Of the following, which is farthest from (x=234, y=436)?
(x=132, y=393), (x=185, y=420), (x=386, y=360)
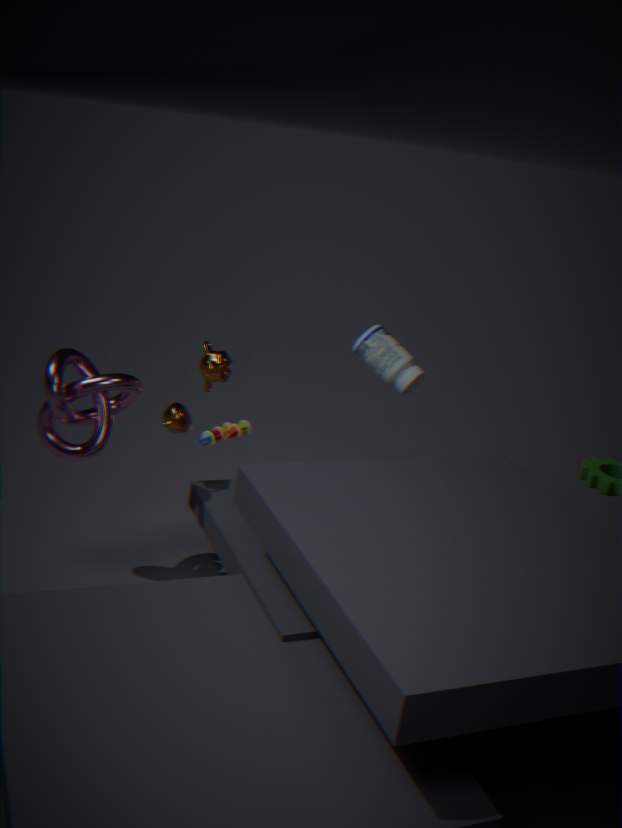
(x=386, y=360)
